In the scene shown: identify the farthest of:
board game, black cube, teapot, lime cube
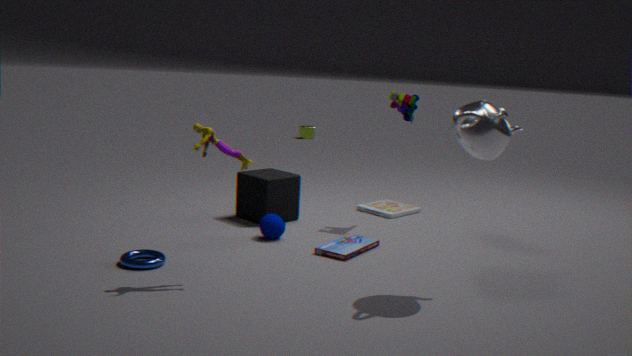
lime cube
